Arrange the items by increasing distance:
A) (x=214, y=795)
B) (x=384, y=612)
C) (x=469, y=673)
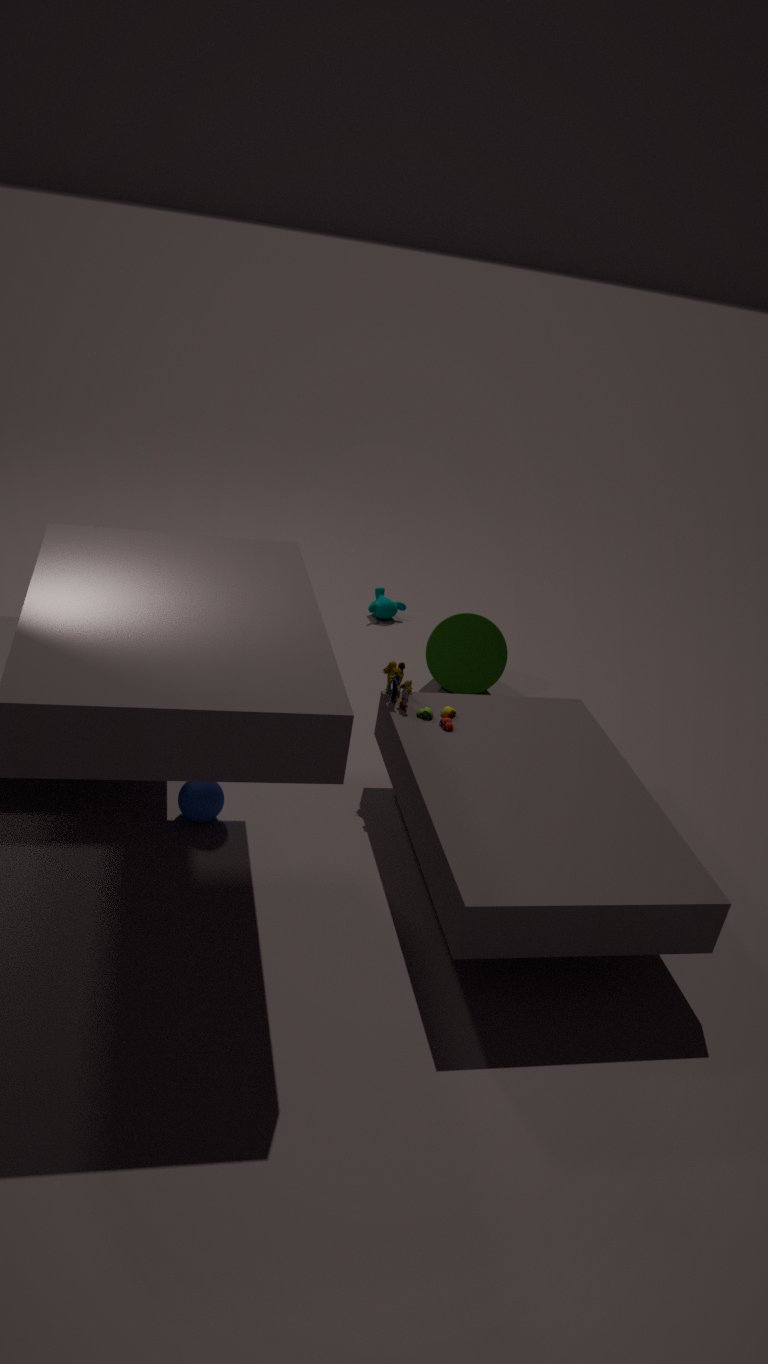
1. (x=214, y=795)
2. (x=469, y=673)
3. (x=384, y=612)
